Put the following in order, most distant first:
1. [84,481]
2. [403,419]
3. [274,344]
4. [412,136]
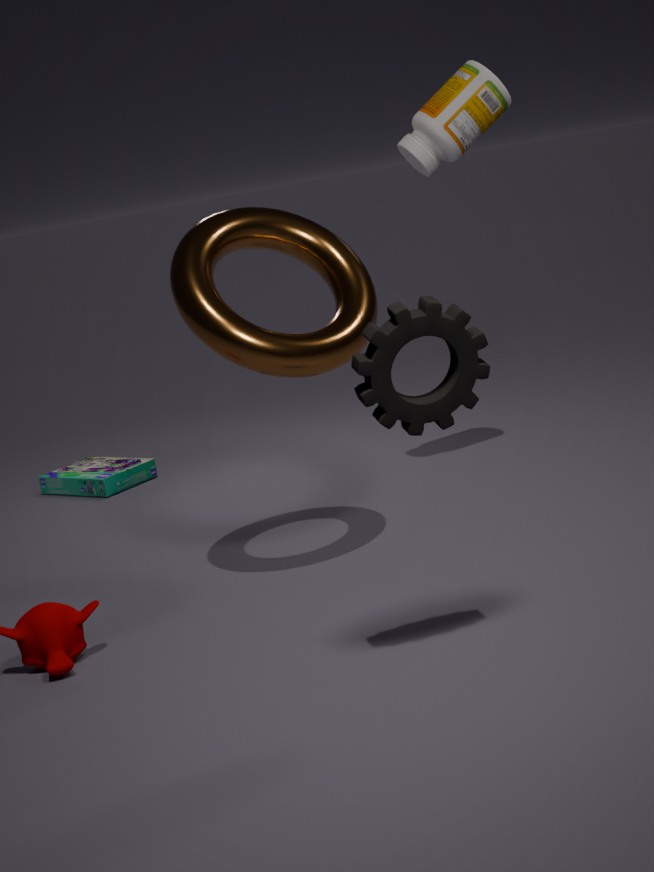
[84,481], [412,136], [274,344], [403,419]
